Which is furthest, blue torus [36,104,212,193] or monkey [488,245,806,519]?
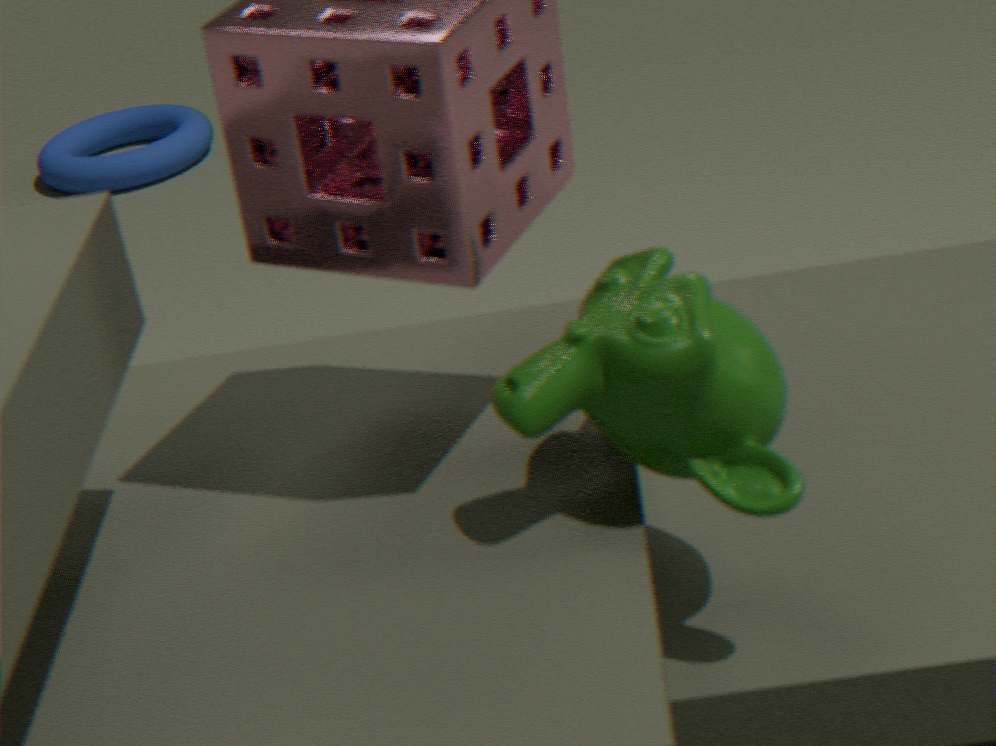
blue torus [36,104,212,193]
